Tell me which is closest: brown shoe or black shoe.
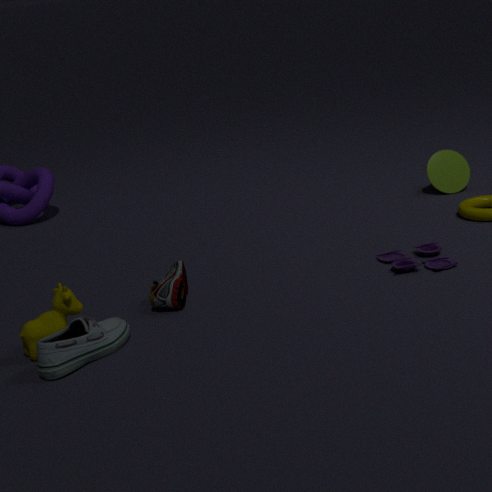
black shoe
